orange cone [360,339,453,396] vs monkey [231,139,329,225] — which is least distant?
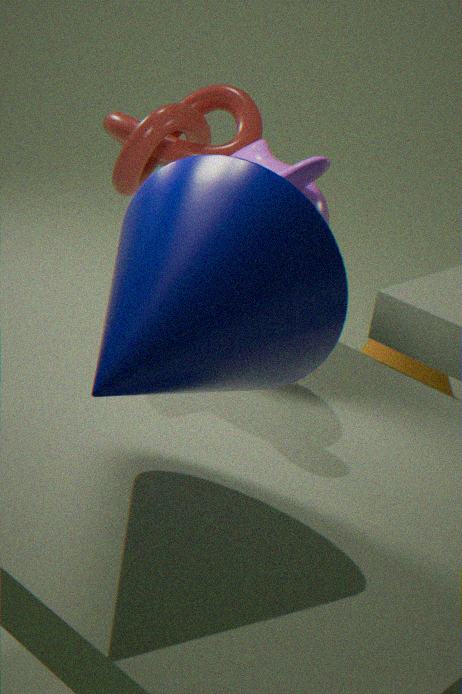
monkey [231,139,329,225]
